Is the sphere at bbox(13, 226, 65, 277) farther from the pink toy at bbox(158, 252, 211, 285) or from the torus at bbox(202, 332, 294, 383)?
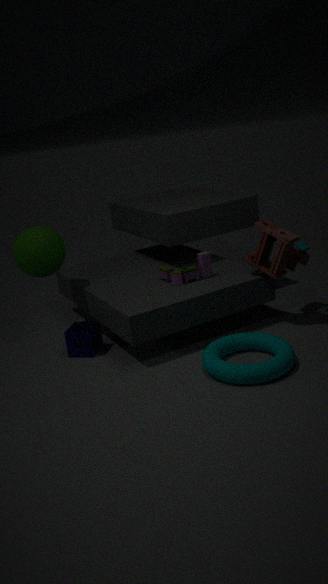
the torus at bbox(202, 332, 294, 383)
